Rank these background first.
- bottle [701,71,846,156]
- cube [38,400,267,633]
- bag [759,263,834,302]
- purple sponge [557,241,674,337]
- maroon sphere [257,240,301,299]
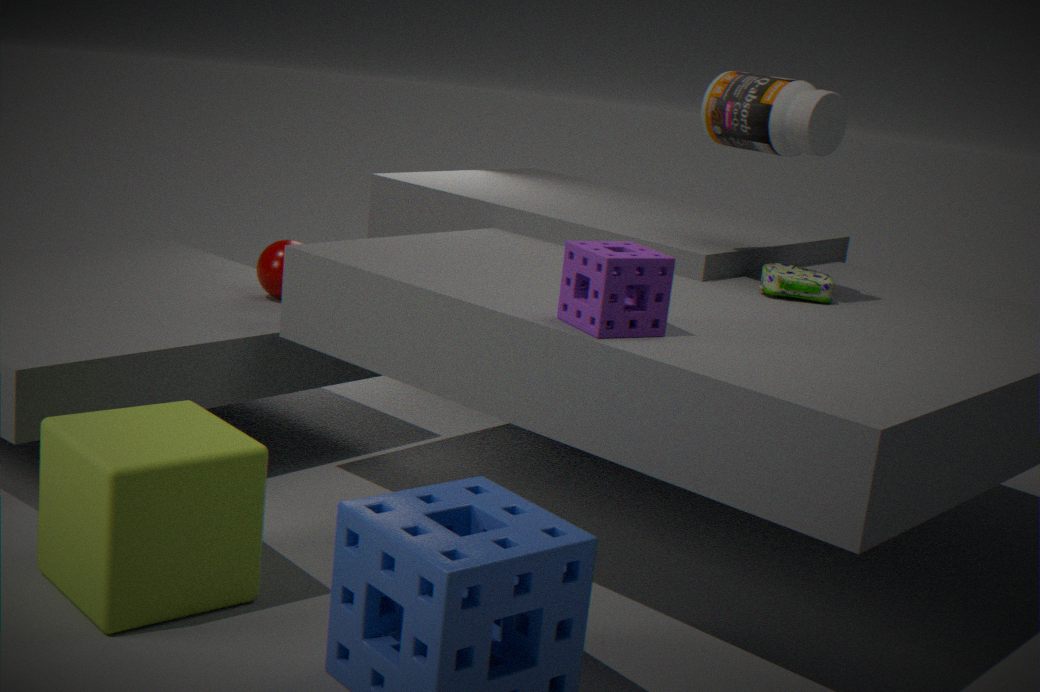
1. maroon sphere [257,240,301,299]
2. bag [759,263,834,302]
3. bottle [701,71,846,156]
4. purple sponge [557,241,674,337]
5. cube [38,400,267,633]
